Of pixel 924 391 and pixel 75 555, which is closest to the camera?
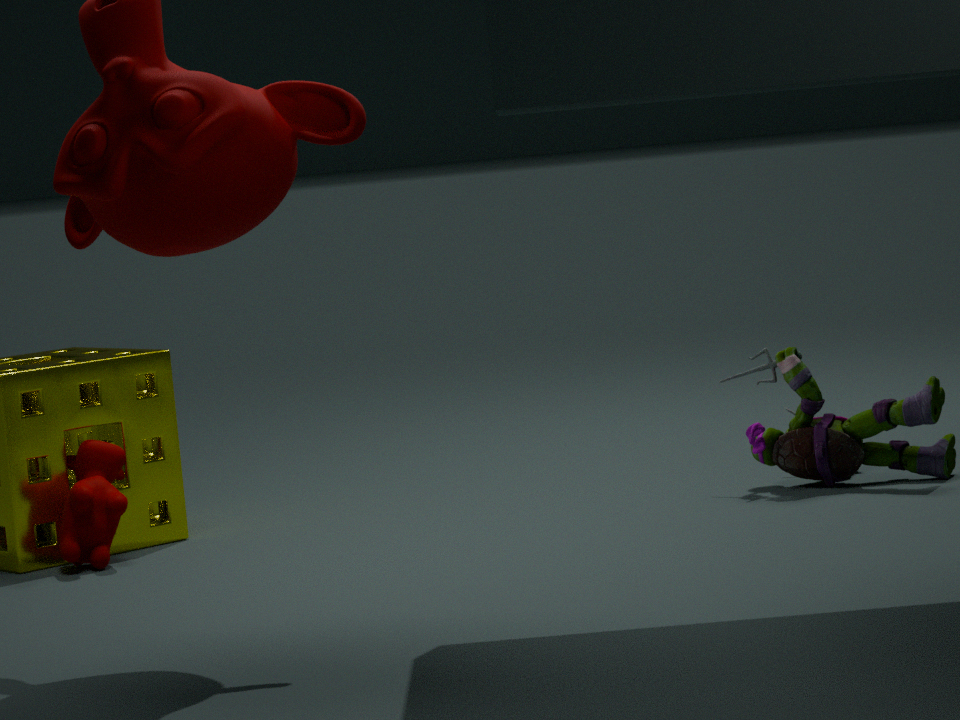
pixel 75 555
